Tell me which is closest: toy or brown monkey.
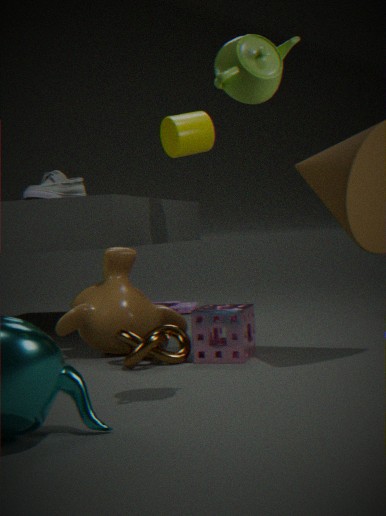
brown monkey
